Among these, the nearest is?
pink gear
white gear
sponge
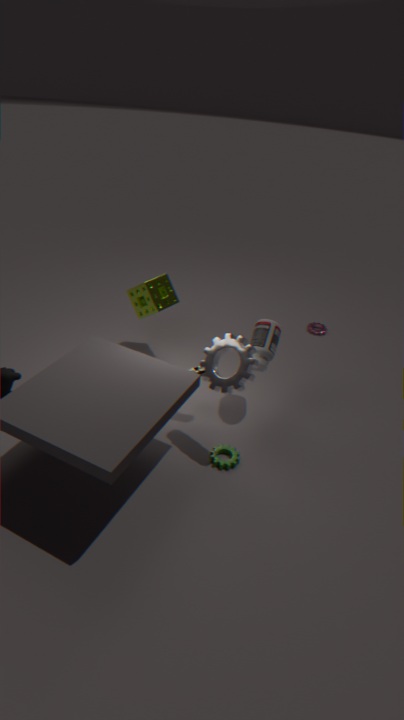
white gear
